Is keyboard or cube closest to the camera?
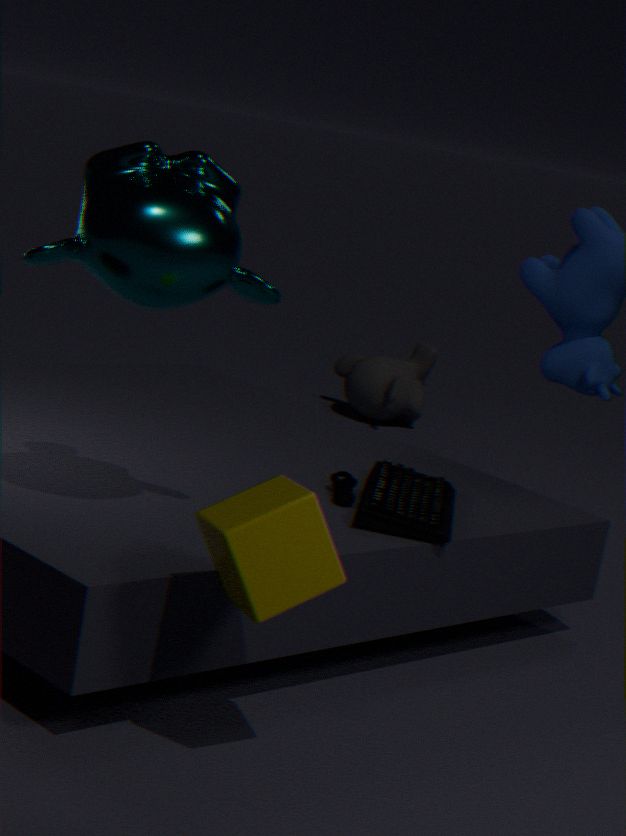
cube
